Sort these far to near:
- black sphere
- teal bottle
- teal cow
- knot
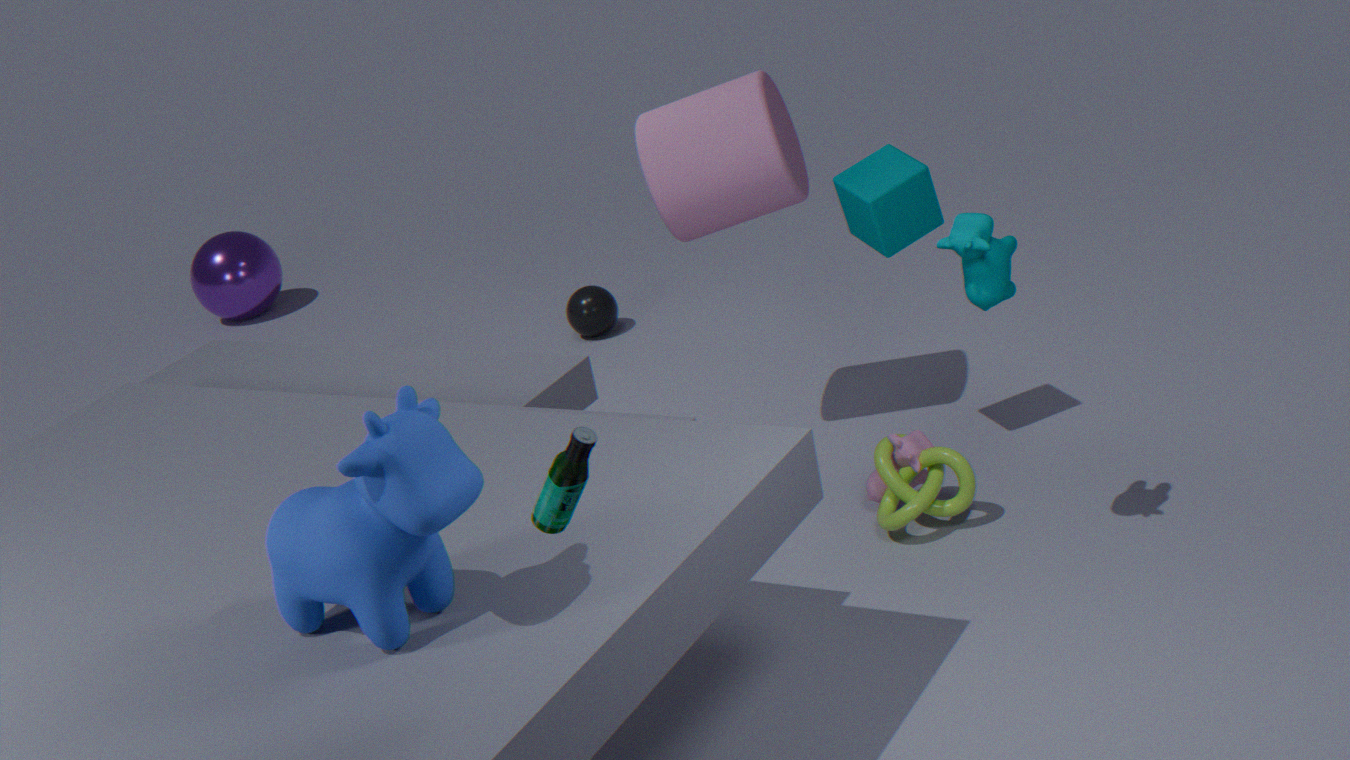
black sphere, knot, teal cow, teal bottle
